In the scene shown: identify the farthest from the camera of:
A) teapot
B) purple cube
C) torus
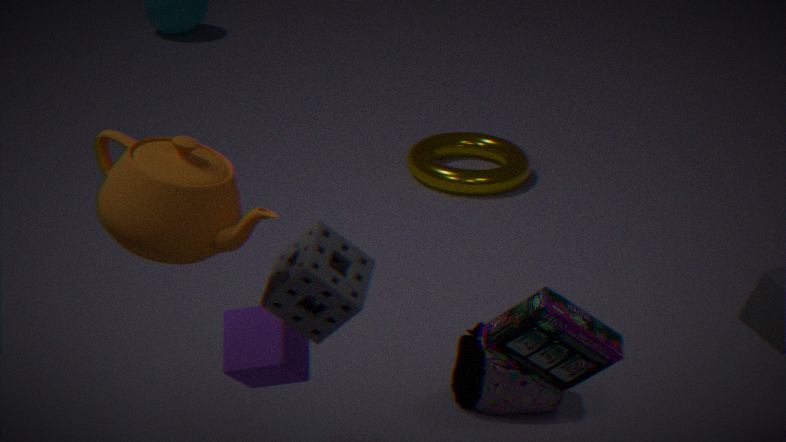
torus
